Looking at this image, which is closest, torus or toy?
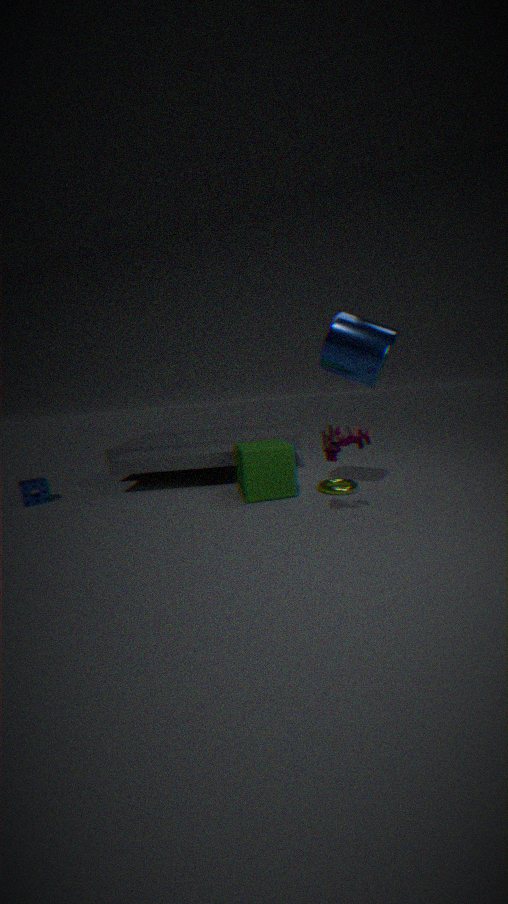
toy
